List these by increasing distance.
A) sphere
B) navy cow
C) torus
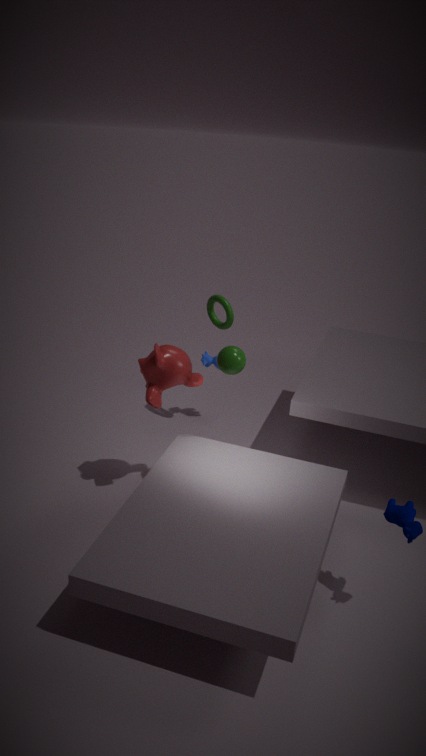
navy cow, sphere, torus
